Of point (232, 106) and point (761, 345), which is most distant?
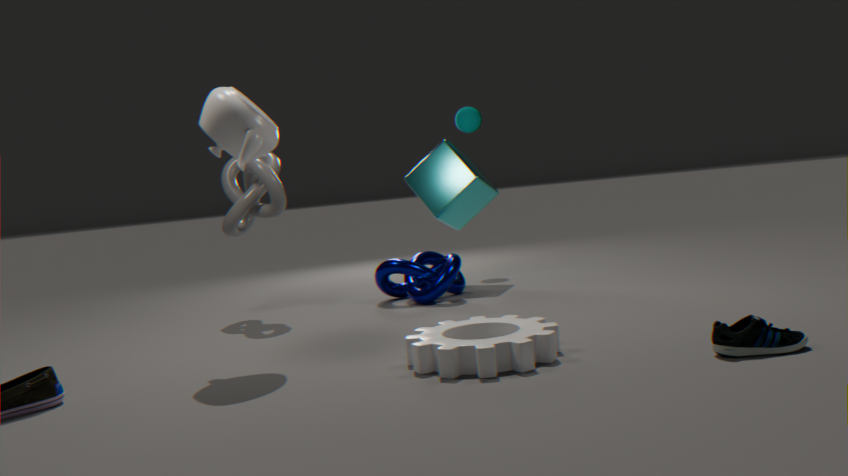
point (232, 106)
